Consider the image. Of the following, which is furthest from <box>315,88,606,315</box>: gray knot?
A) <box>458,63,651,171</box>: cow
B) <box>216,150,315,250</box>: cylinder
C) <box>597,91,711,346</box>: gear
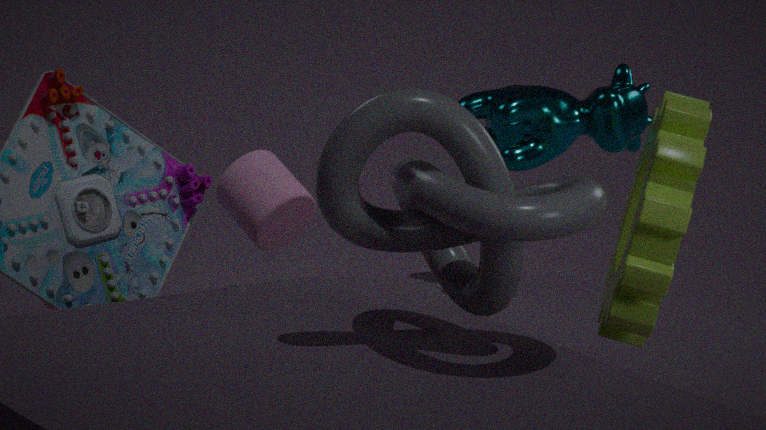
<box>458,63,651,171</box>: cow
